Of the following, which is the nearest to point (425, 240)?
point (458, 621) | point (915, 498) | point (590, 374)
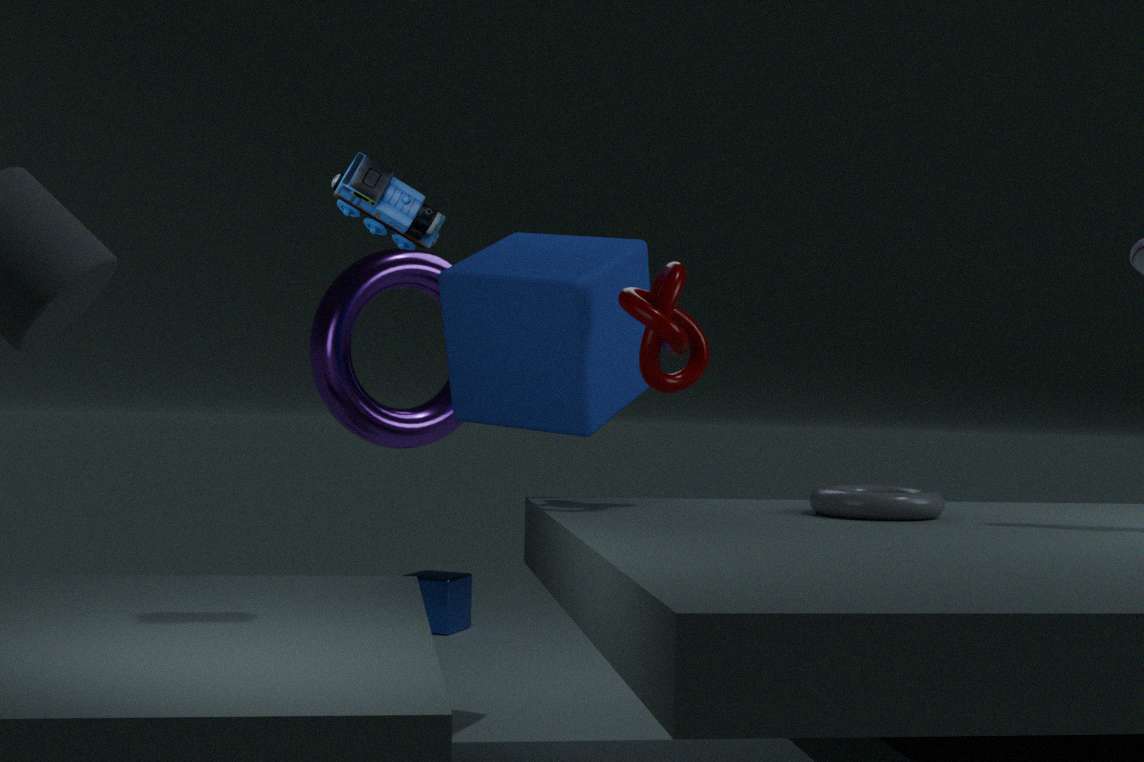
point (590, 374)
